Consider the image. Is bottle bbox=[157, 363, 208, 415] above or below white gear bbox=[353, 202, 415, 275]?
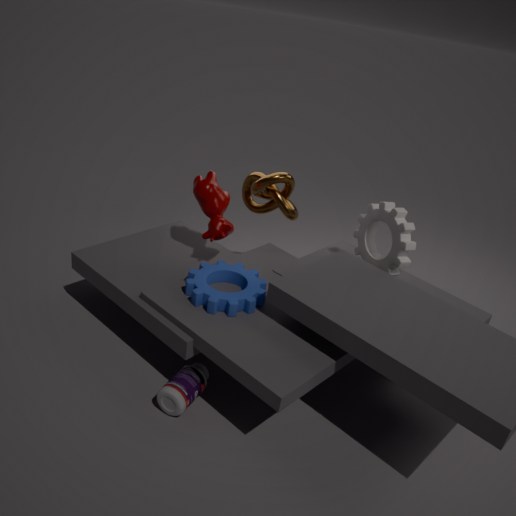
below
